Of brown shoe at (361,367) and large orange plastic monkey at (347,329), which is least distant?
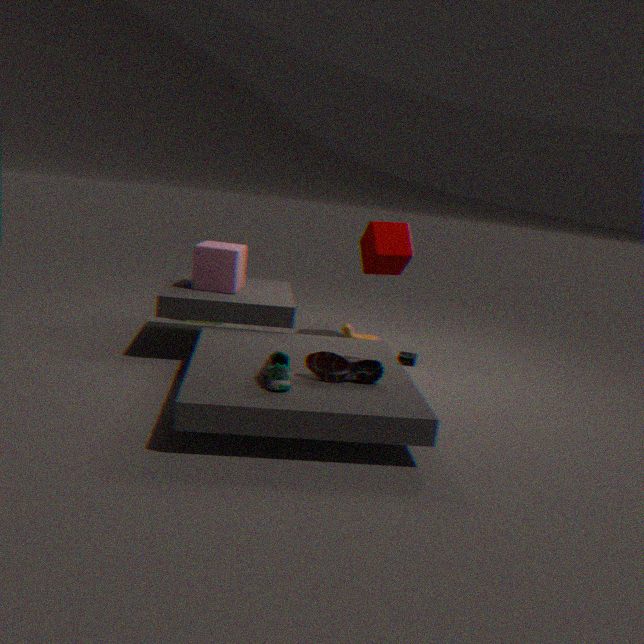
brown shoe at (361,367)
